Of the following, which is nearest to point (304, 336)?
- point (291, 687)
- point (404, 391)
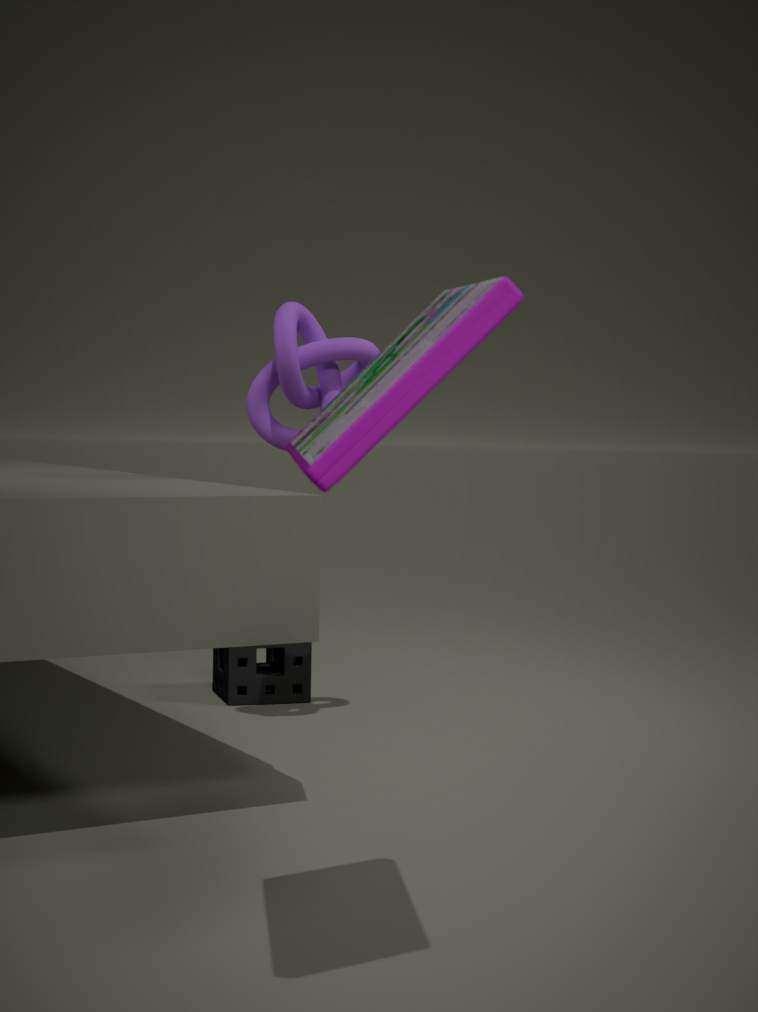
point (291, 687)
